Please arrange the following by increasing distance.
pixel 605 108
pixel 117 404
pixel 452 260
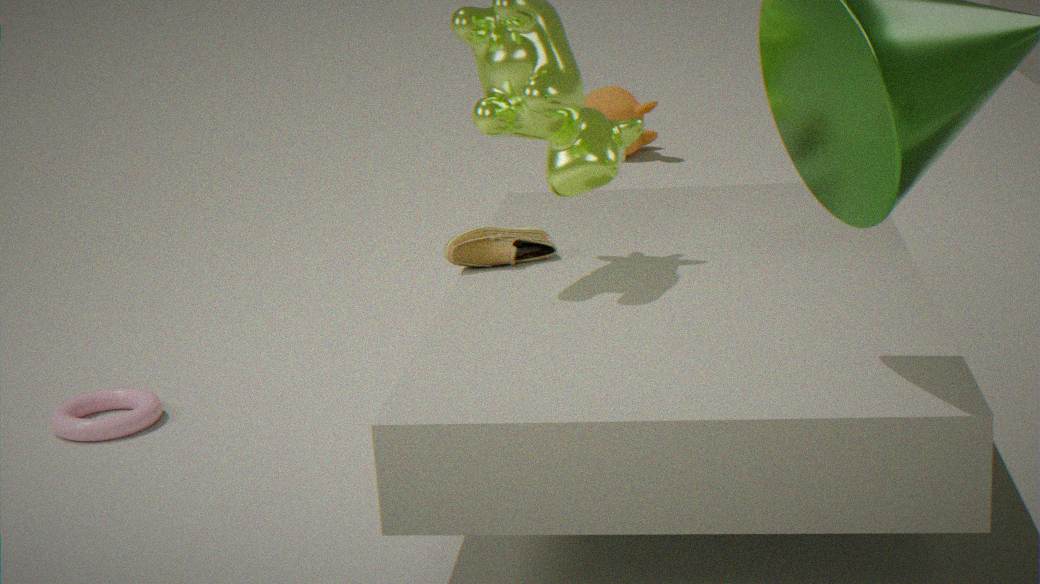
pixel 452 260 < pixel 117 404 < pixel 605 108
